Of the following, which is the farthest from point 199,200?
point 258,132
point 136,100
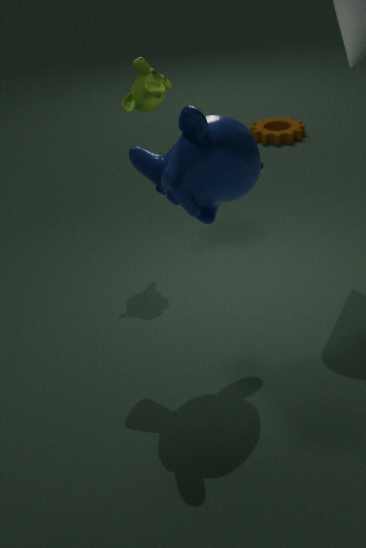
point 258,132
